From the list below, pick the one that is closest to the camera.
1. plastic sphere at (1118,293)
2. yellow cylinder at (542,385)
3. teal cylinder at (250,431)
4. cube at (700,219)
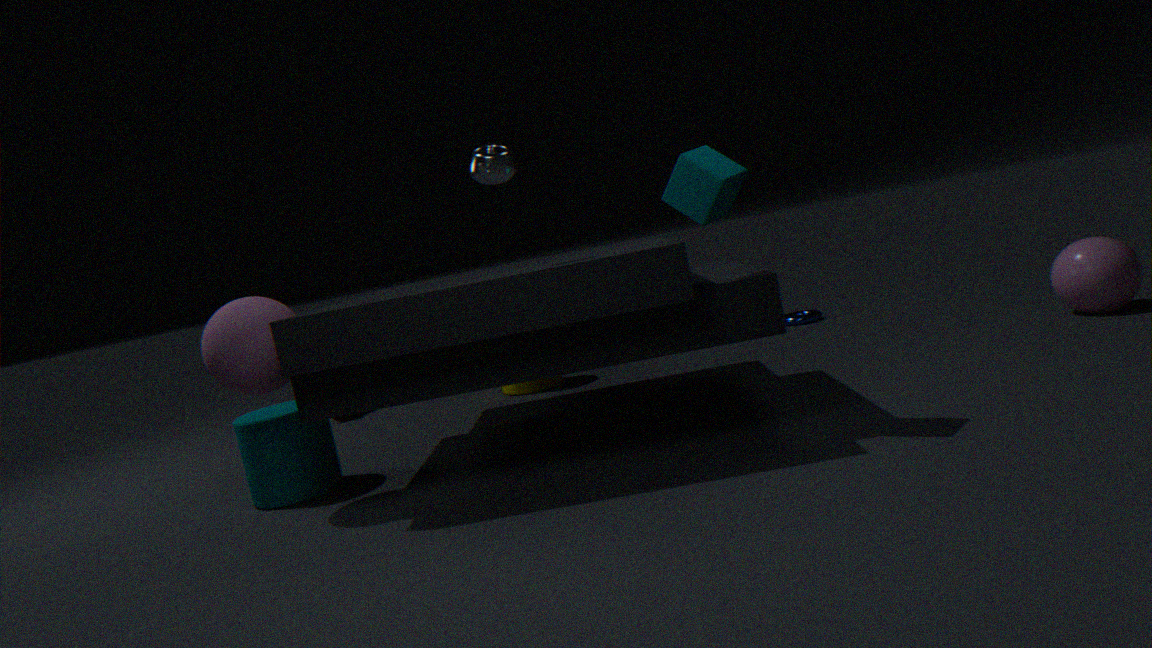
cube at (700,219)
